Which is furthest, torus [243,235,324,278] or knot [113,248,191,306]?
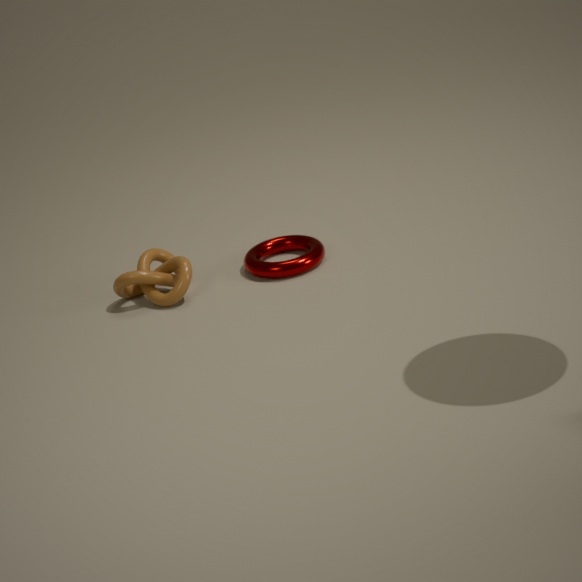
torus [243,235,324,278]
